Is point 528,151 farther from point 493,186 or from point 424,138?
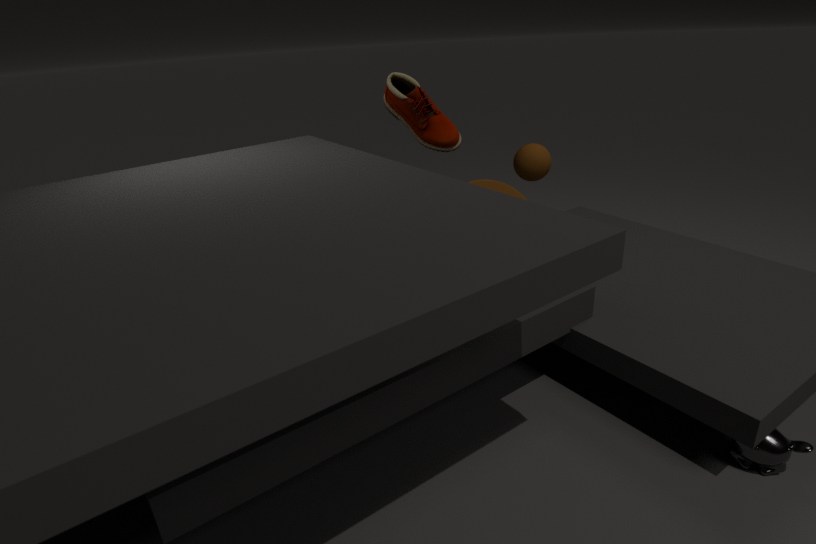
point 493,186
